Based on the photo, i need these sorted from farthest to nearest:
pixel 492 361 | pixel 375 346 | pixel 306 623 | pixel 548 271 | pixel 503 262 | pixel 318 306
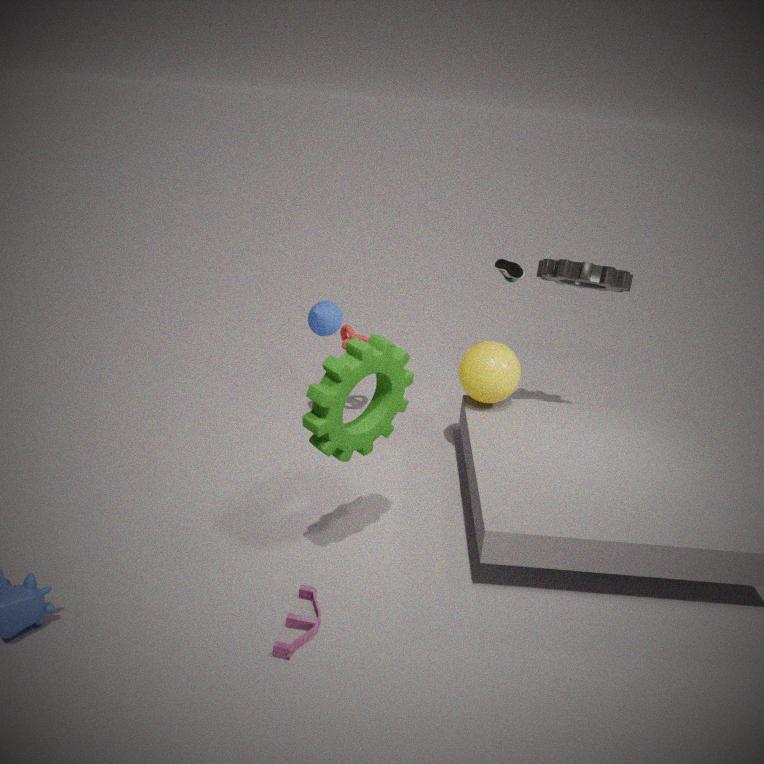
pixel 548 271 < pixel 318 306 < pixel 492 361 < pixel 503 262 < pixel 306 623 < pixel 375 346
